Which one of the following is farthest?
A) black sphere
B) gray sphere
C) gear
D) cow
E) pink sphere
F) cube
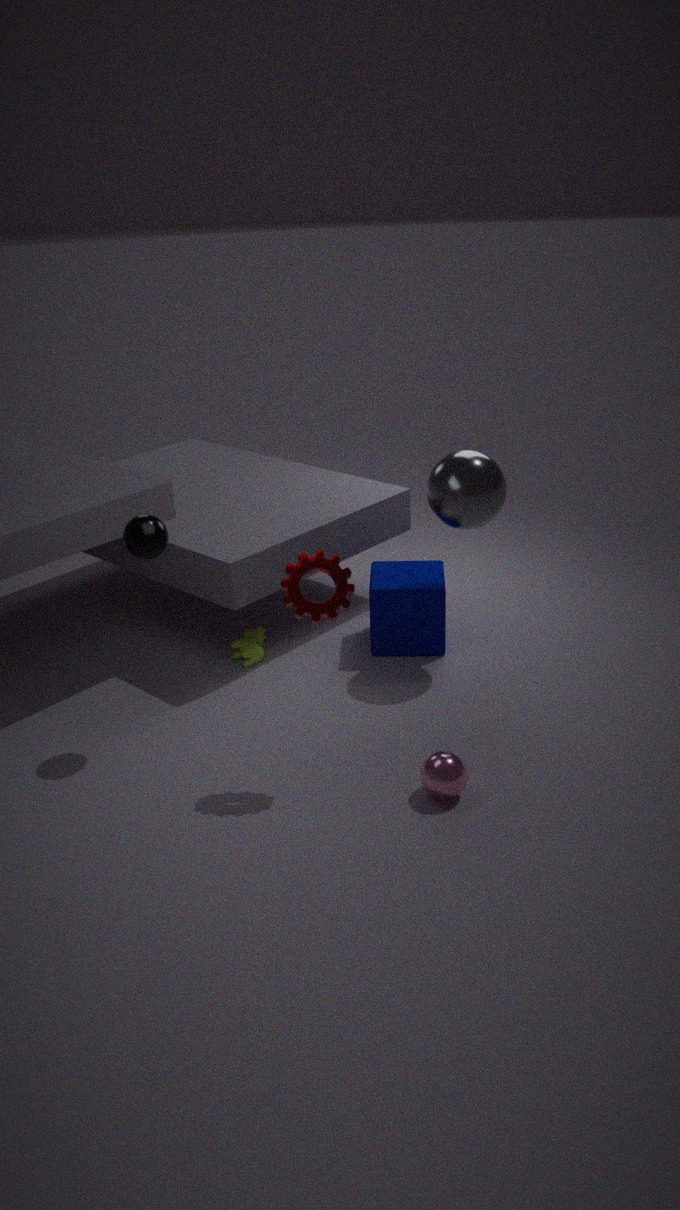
cow
